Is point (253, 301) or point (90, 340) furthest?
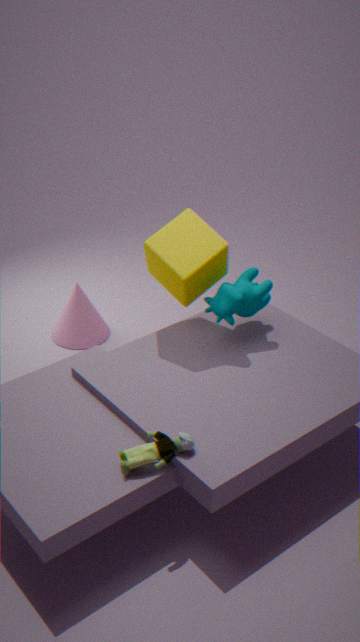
point (90, 340)
